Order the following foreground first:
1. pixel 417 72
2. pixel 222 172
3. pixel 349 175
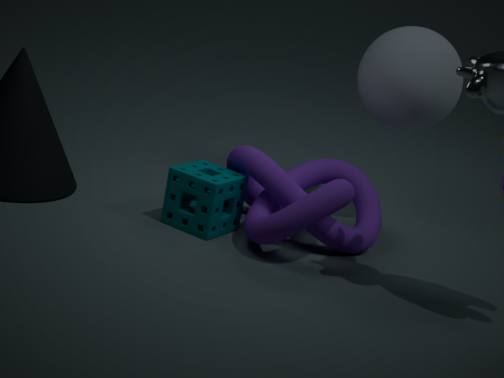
pixel 222 172, pixel 417 72, pixel 349 175
